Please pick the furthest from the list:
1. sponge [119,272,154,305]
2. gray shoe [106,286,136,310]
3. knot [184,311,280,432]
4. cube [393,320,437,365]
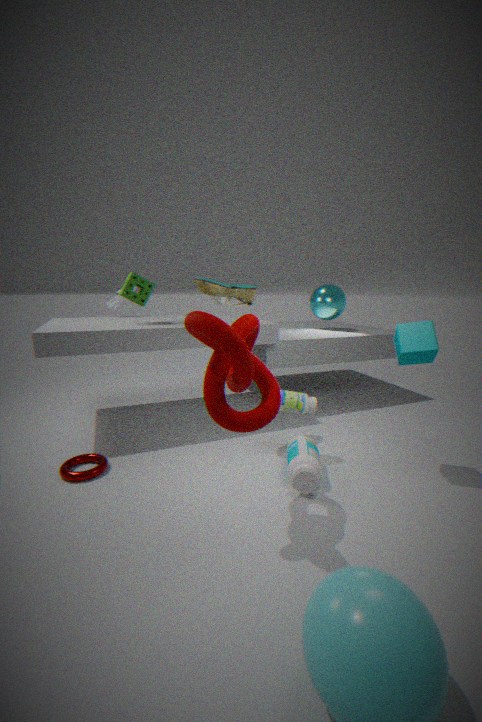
gray shoe [106,286,136,310]
